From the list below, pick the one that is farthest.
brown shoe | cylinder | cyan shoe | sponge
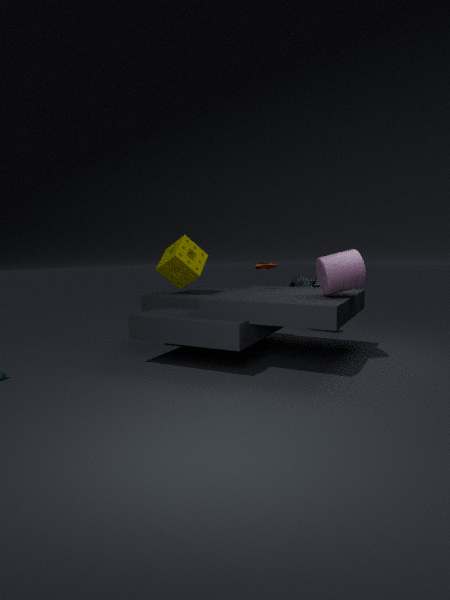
cyan shoe
